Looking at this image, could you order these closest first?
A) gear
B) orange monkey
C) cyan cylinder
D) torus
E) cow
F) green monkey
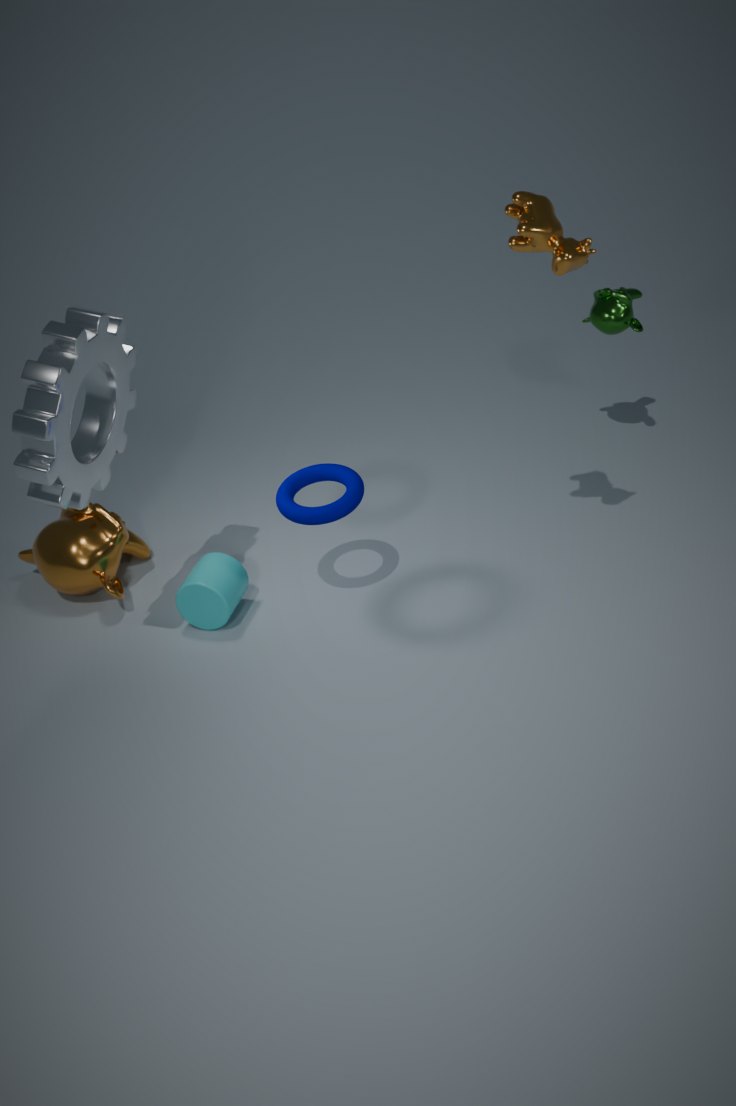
gear < cow < torus < cyan cylinder < orange monkey < green monkey
